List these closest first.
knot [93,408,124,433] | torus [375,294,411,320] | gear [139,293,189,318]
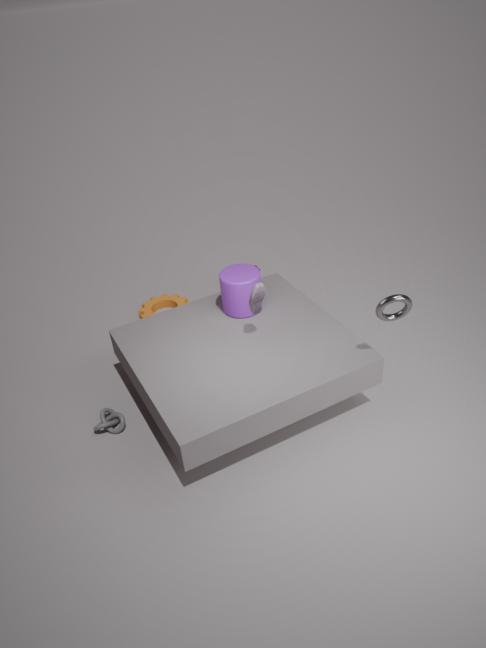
torus [375,294,411,320] < knot [93,408,124,433] < gear [139,293,189,318]
